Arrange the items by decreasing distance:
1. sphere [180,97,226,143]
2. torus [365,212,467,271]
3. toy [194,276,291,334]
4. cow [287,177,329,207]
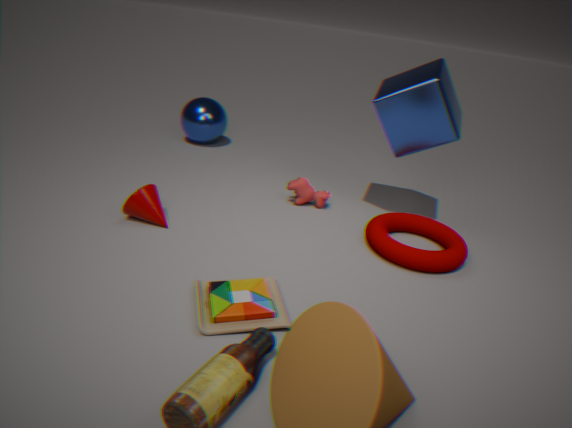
1. sphere [180,97,226,143]
2. cow [287,177,329,207]
3. torus [365,212,467,271]
4. toy [194,276,291,334]
